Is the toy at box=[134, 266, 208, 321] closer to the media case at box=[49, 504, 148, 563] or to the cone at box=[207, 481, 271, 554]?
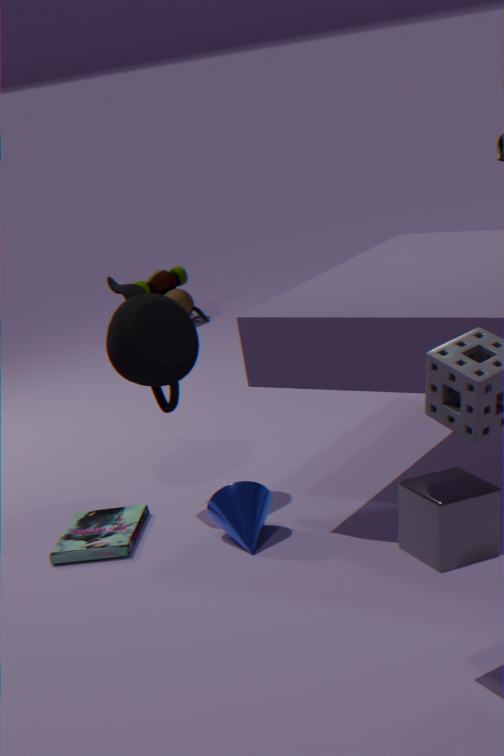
the media case at box=[49, 504, 148, 563]
